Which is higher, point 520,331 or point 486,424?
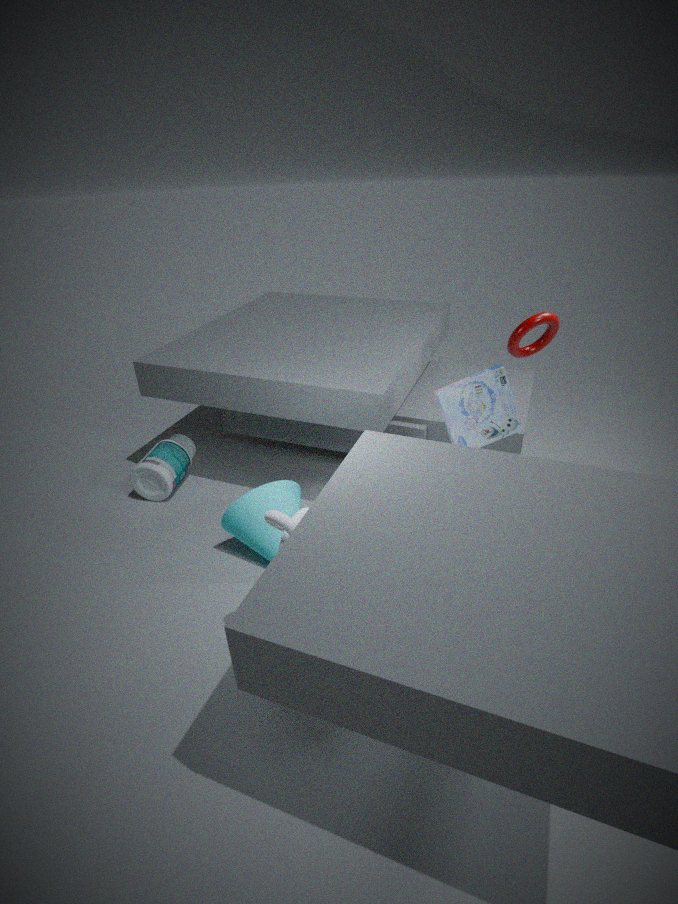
point 520,331
